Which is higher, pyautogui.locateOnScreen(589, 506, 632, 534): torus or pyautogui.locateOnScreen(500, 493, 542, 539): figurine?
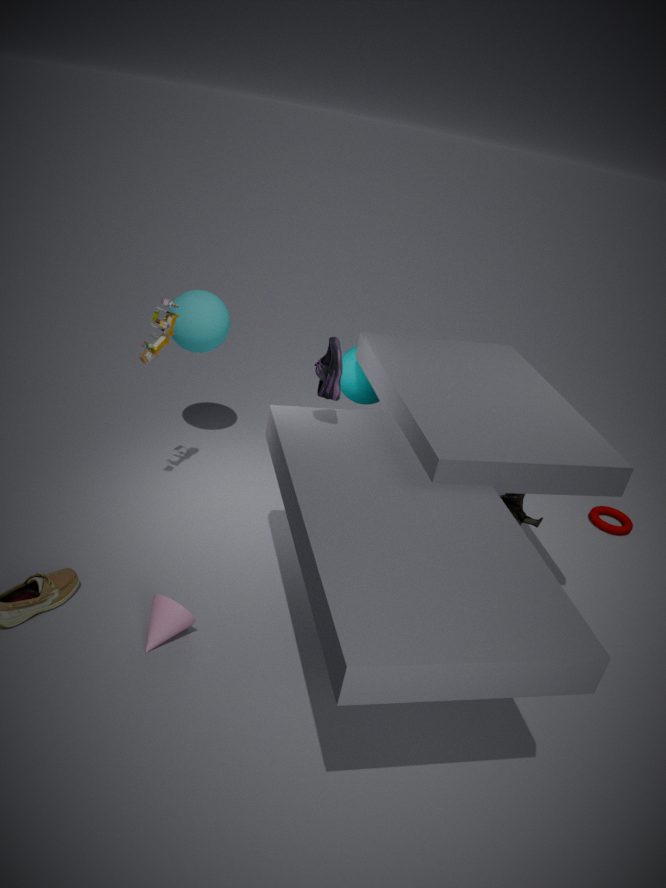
pyautogui.locateOnScreen(500, 493, 542, 539): figurine
